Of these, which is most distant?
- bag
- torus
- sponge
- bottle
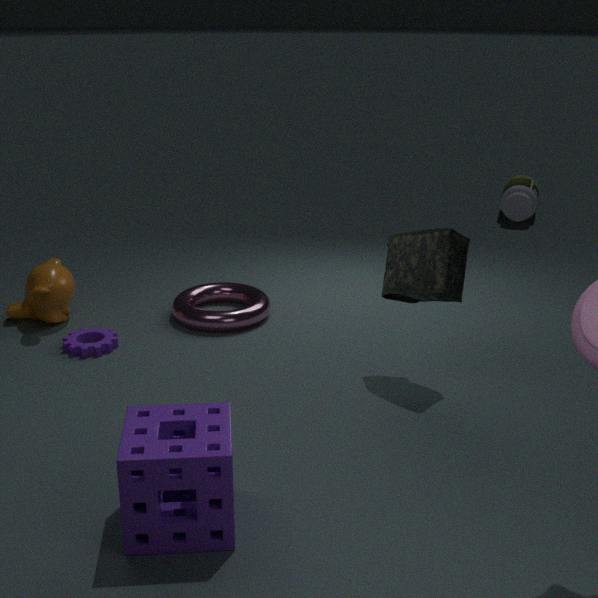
bottle
